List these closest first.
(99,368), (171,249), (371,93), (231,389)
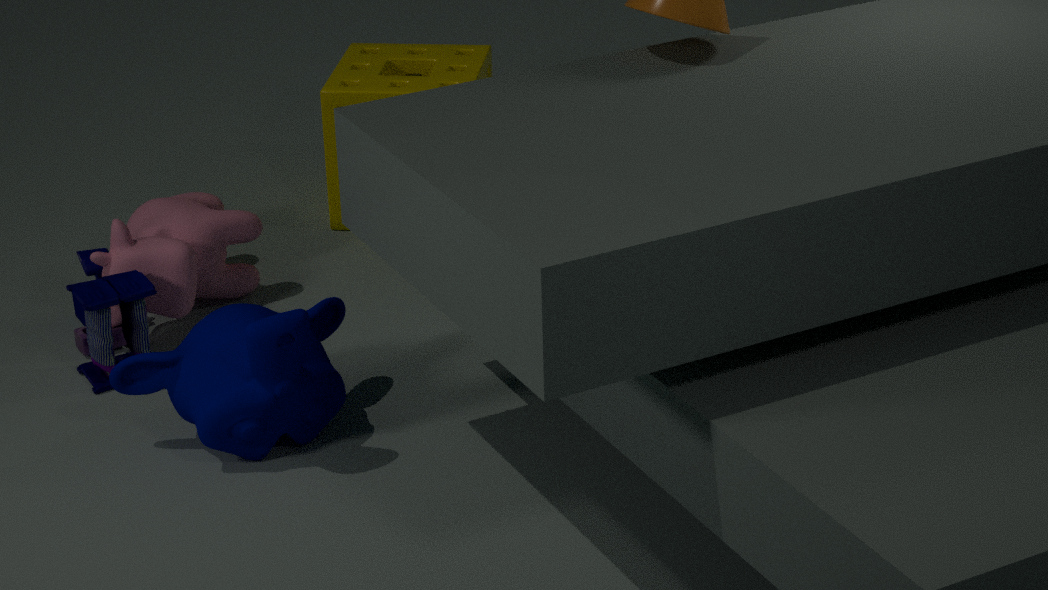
(231,389)
(99,368)
(171,249)
(371,93)
